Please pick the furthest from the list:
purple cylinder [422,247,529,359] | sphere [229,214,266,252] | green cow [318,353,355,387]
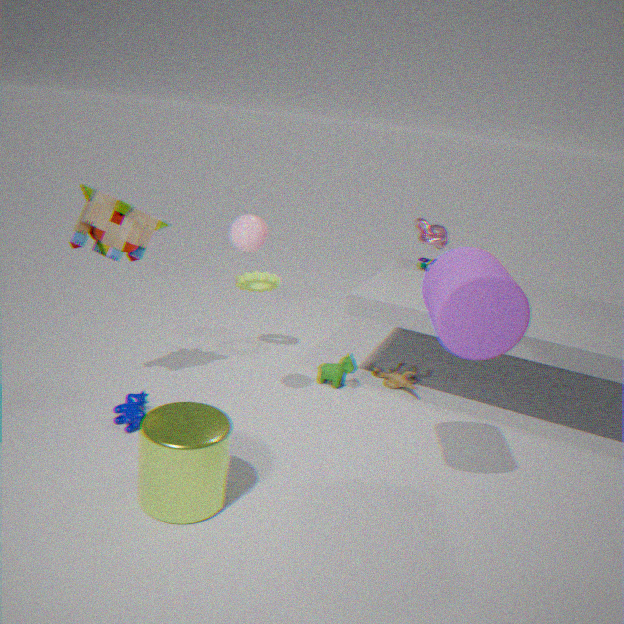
green cow [318,353,355,387]
